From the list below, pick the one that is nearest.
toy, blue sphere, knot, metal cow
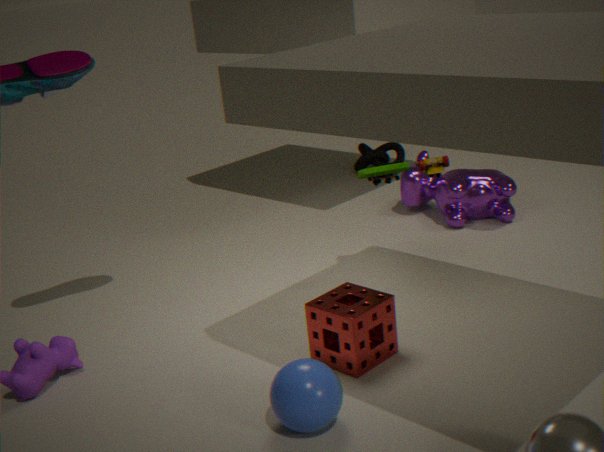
blue sphere
